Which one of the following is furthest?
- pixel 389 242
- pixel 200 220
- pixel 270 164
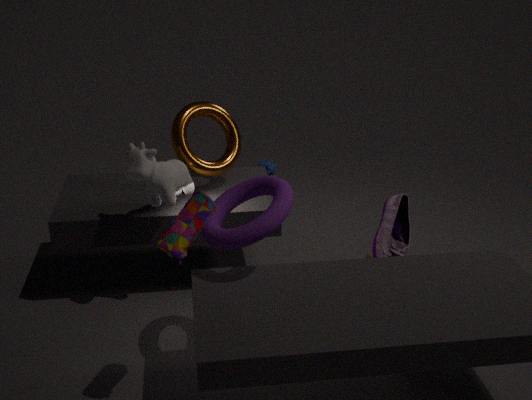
pixel 270 164
